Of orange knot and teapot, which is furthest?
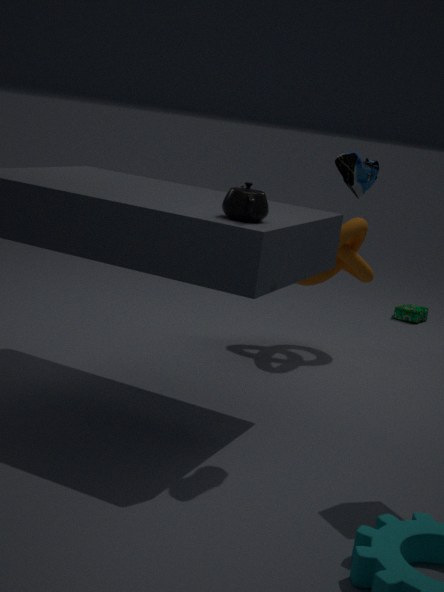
orange knot
